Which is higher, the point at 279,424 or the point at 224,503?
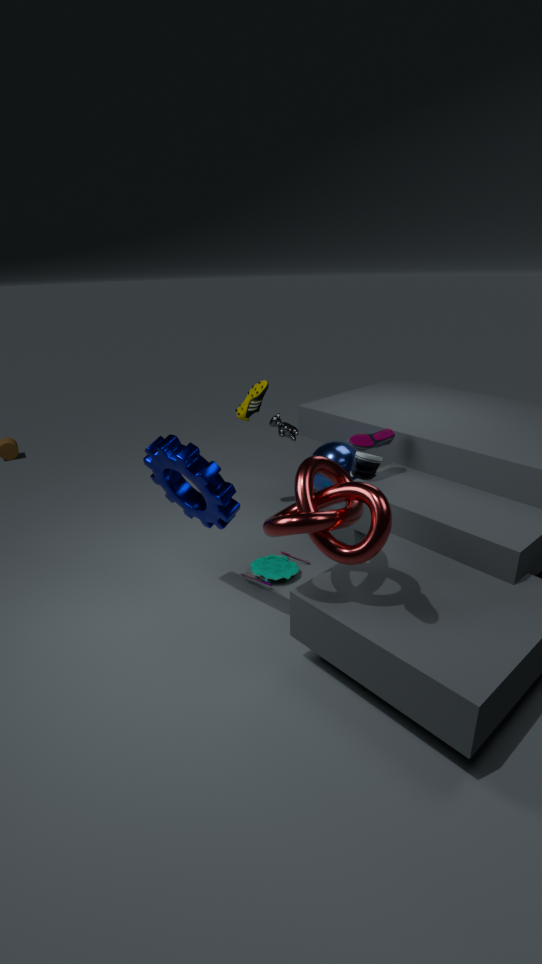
the point at 224,503
